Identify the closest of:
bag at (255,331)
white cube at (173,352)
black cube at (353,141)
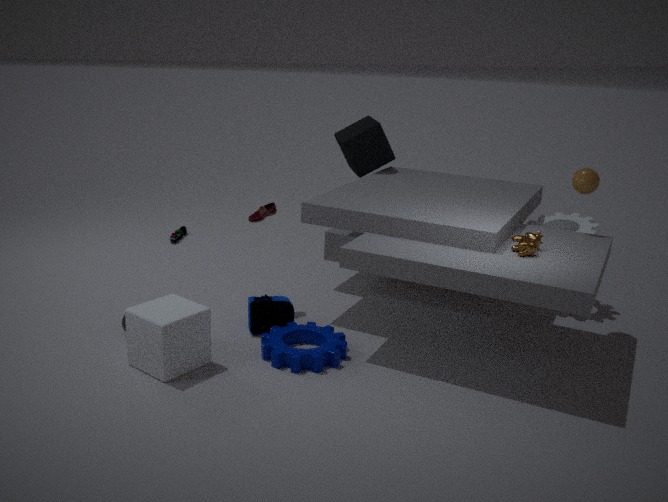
white cube at (173,352)
